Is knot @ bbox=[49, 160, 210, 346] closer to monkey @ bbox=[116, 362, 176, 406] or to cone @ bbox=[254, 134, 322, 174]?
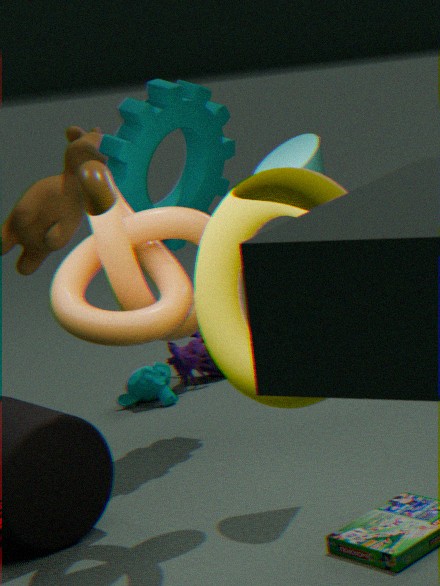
cone @ bbox=[254, 134, 322, 174]
